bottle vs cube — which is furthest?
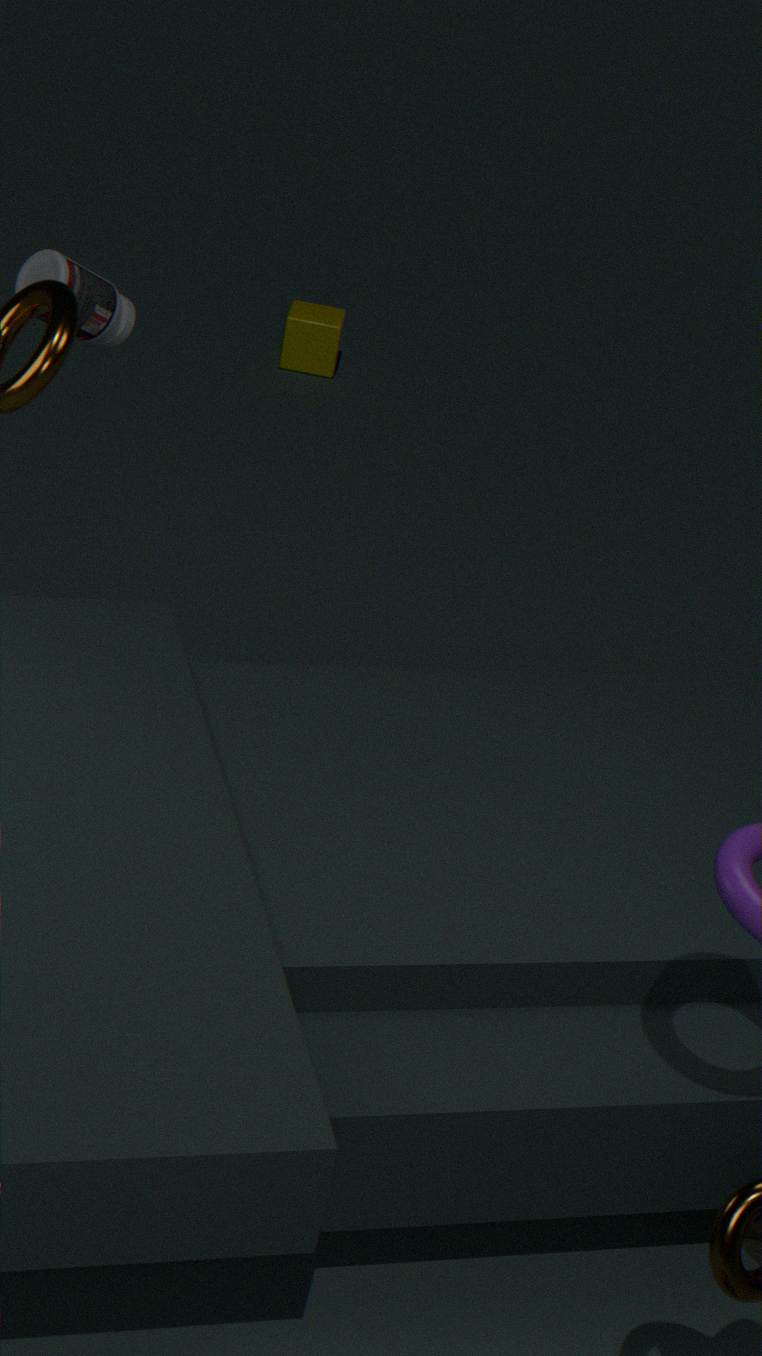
cube
